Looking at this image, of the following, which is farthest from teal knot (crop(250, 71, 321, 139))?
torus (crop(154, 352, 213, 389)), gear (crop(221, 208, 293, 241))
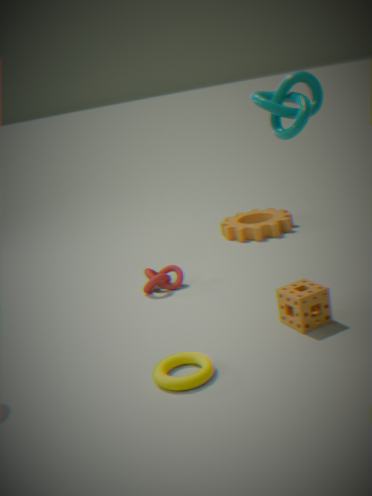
gear (crop(221, 208, 293, 241))
